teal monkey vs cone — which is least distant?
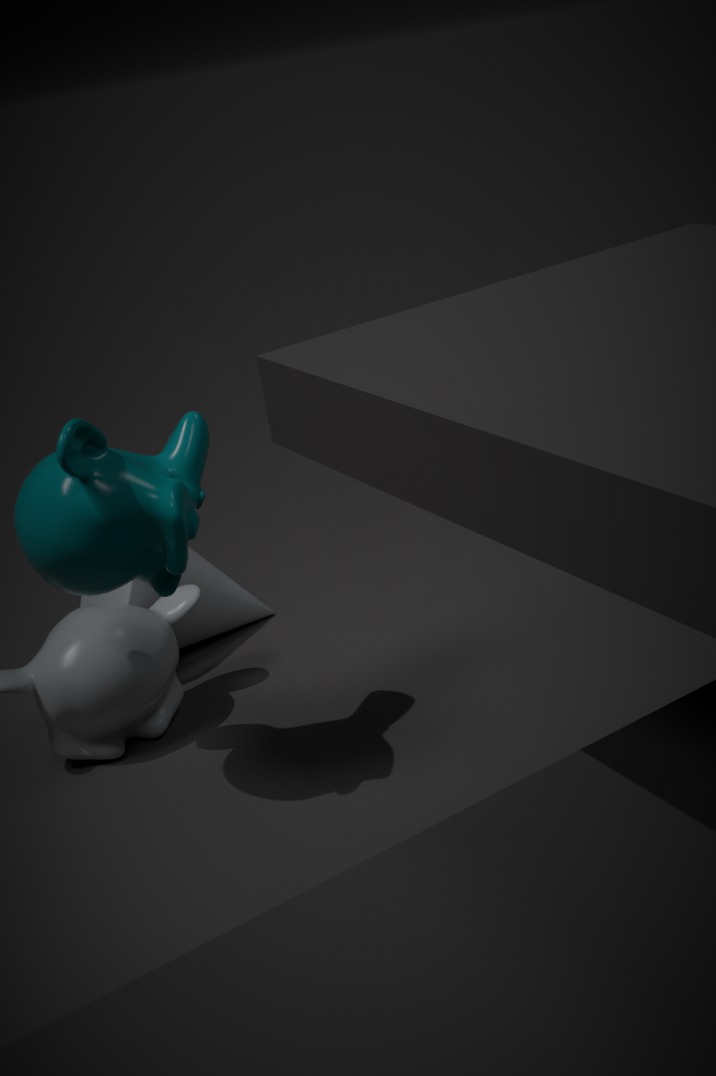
teal monkey
